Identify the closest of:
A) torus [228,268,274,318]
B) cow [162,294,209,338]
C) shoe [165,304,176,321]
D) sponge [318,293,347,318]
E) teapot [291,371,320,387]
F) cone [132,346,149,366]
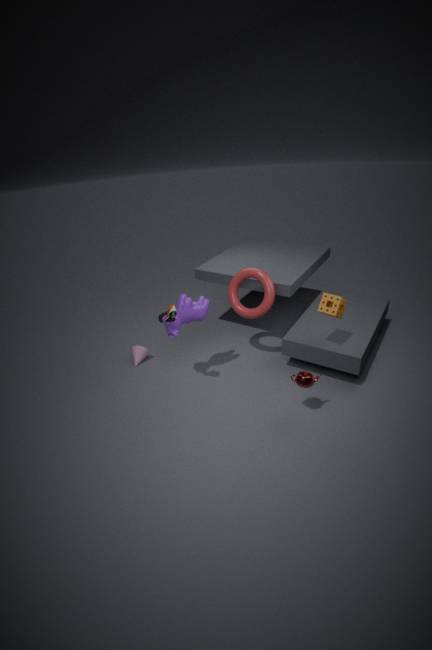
teapot [291,371,320,387]
